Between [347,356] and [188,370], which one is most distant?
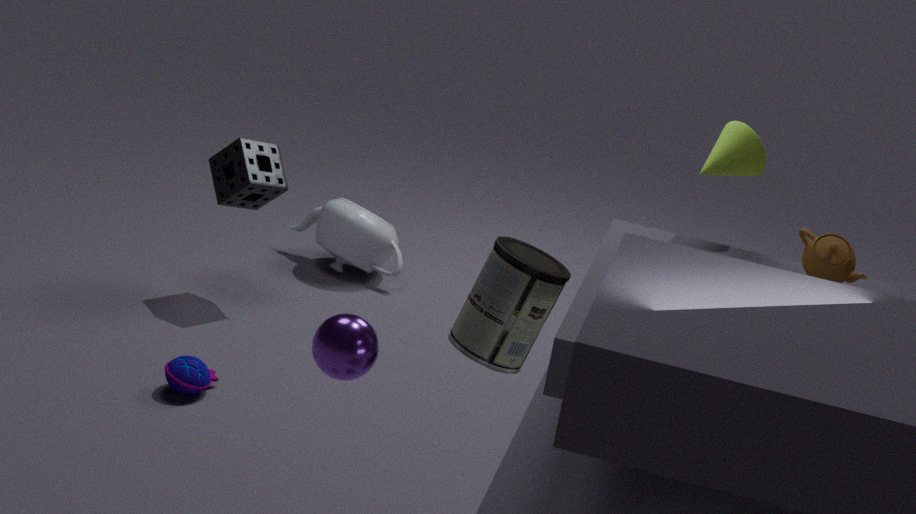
[188,370]
